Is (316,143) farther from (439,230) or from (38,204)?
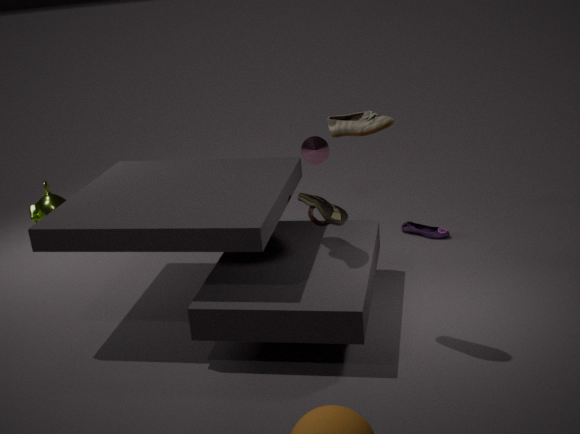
(38,204)
